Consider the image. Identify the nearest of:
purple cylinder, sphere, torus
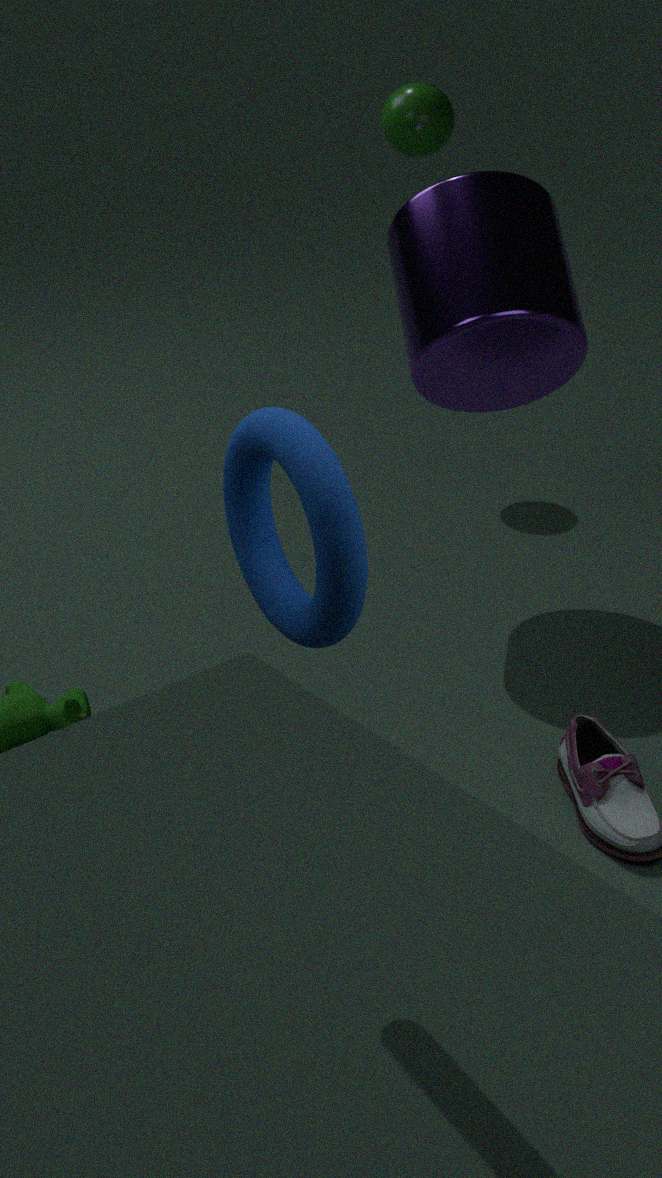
torus
